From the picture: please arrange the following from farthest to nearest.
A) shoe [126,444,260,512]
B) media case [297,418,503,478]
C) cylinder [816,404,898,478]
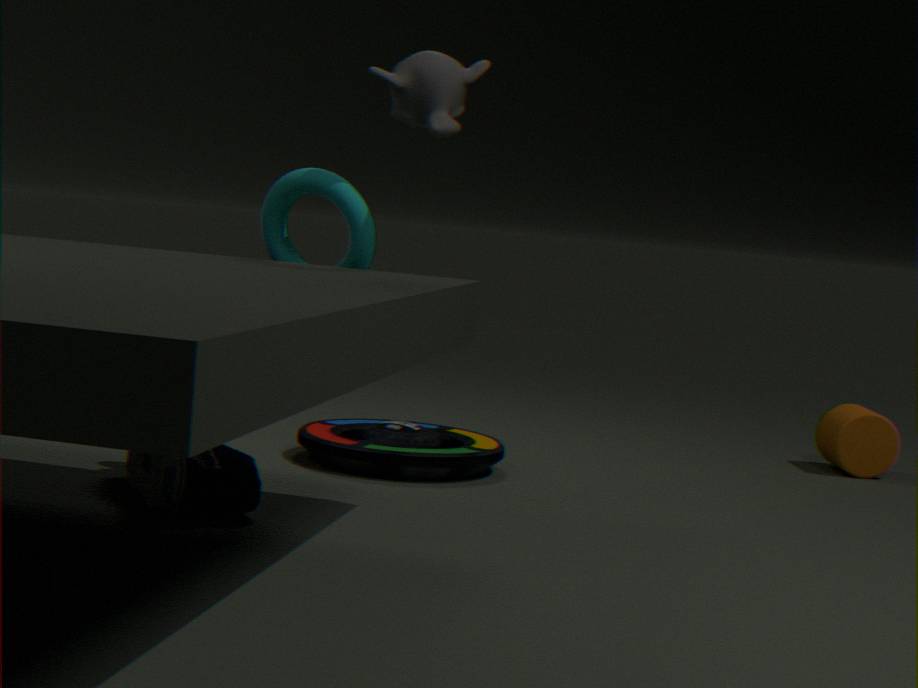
cylinder [816,404,898,478]
media case [297,418,503,478]
shoe [126,444,260,512]
